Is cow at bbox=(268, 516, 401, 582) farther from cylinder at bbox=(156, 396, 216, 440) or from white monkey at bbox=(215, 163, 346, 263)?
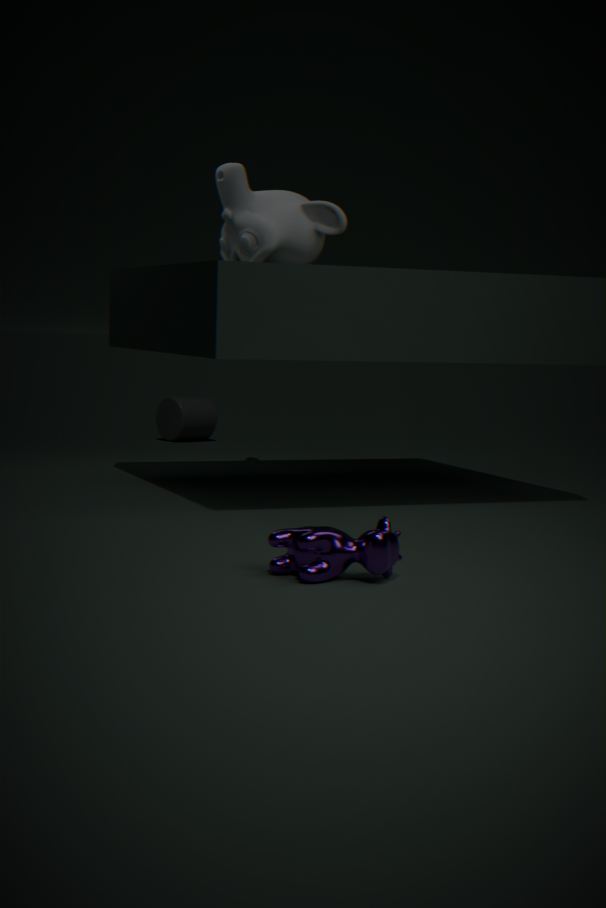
cylinder at bbox=(156, 396, 216, 440)
